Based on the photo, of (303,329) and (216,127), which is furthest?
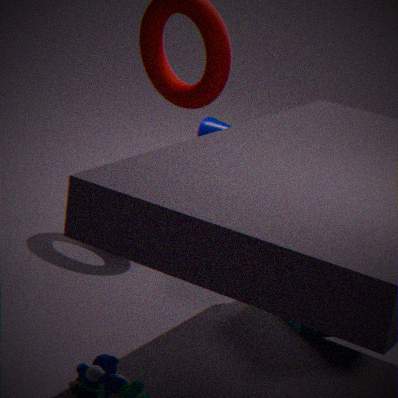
(216,127)
